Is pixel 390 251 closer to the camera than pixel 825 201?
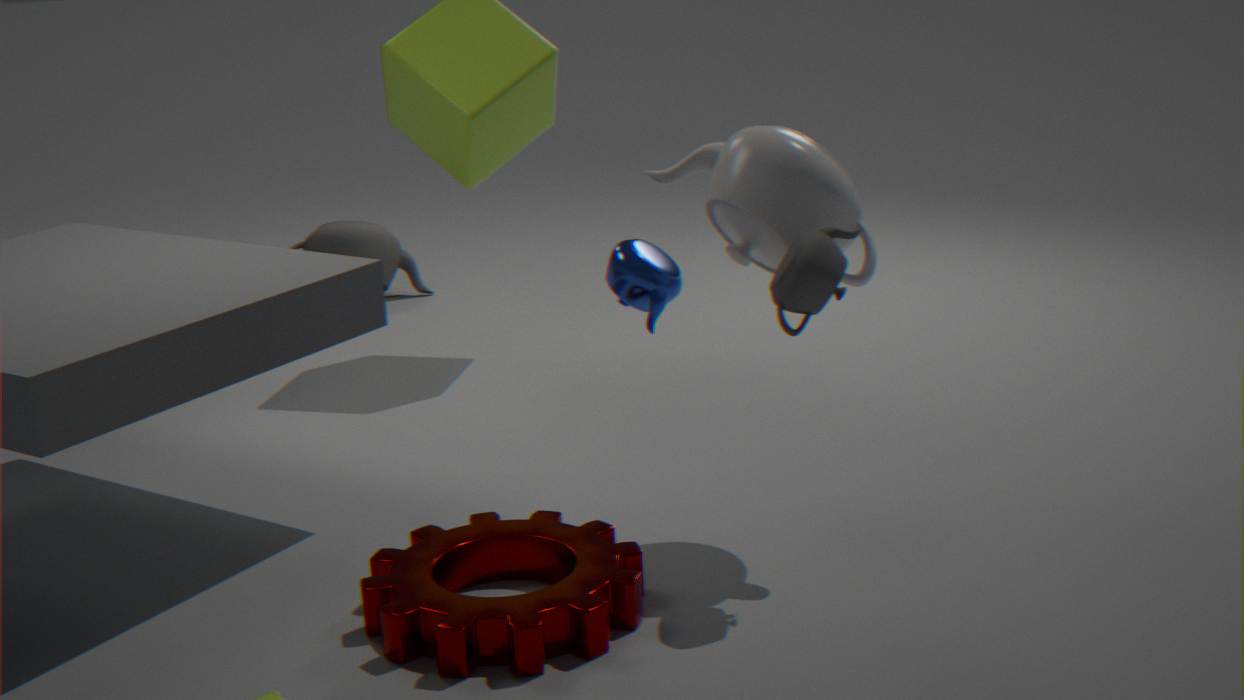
No
